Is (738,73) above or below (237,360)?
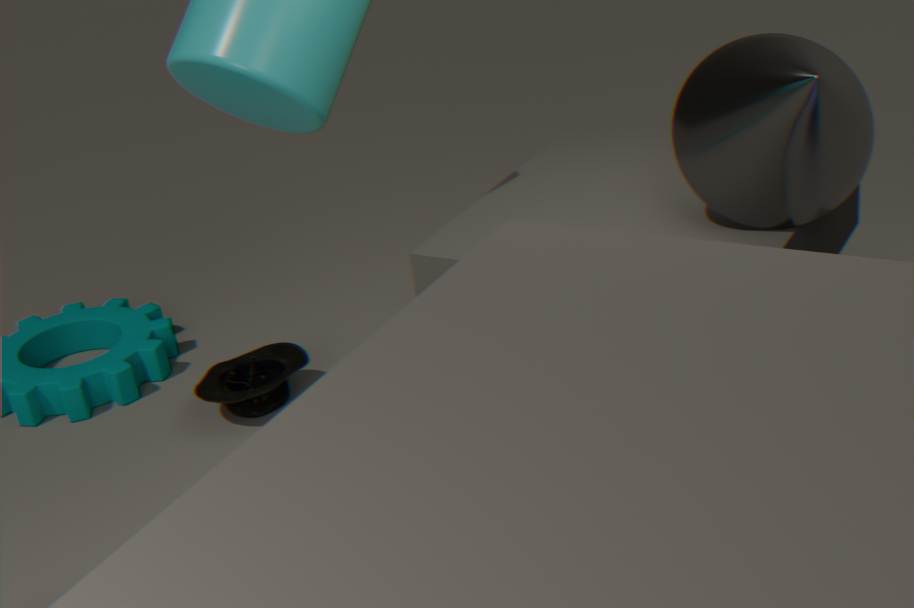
above
